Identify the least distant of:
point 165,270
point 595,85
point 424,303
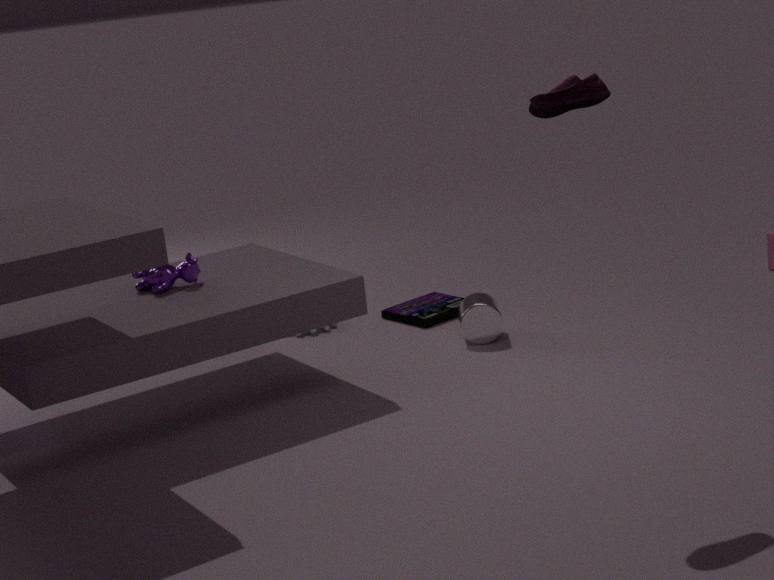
point 595,85
